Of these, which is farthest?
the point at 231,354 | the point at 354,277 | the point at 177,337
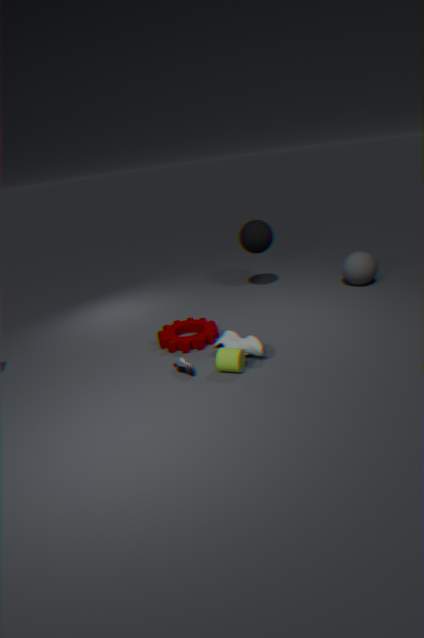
the point at 354,277
